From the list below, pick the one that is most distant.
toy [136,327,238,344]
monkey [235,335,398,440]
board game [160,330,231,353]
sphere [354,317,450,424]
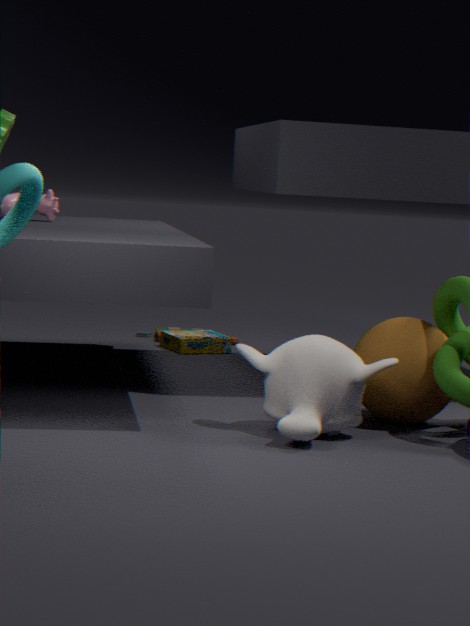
toy [136,327,238,344]
